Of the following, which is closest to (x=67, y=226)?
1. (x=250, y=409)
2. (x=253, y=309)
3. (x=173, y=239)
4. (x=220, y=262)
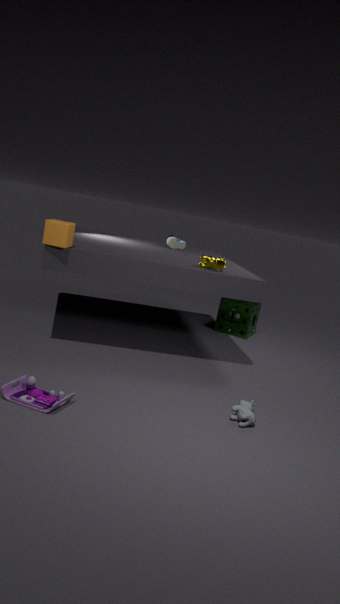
(x=220, y=262)
